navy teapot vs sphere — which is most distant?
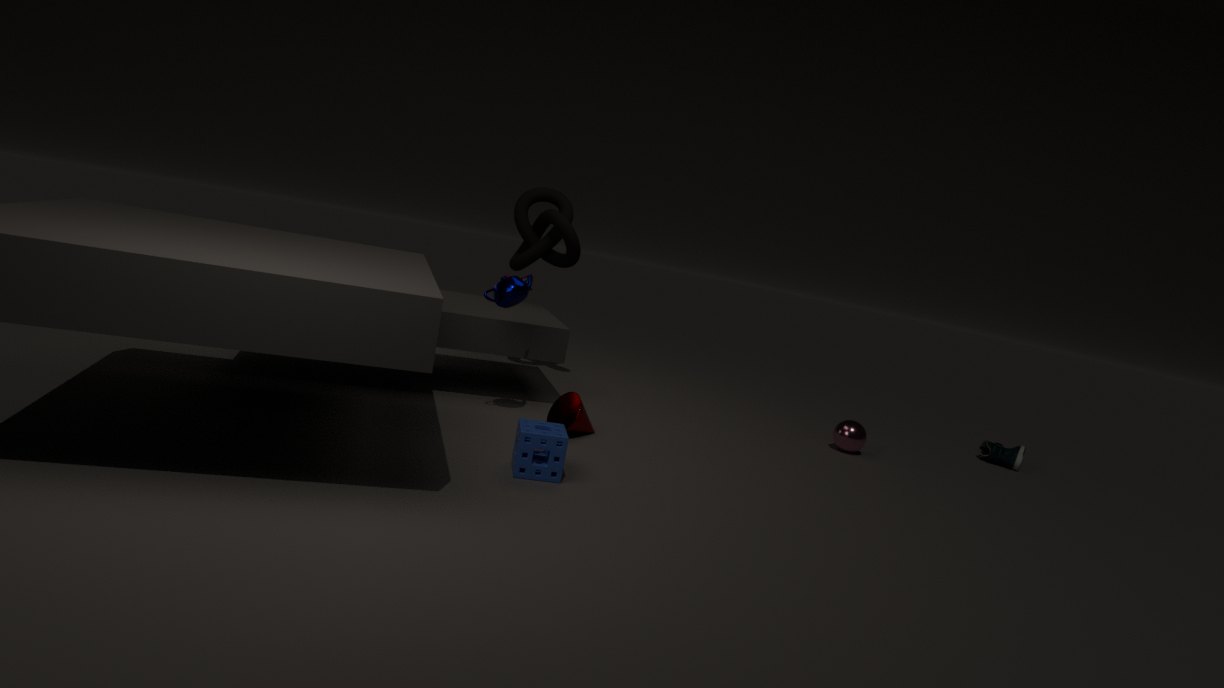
sphere
